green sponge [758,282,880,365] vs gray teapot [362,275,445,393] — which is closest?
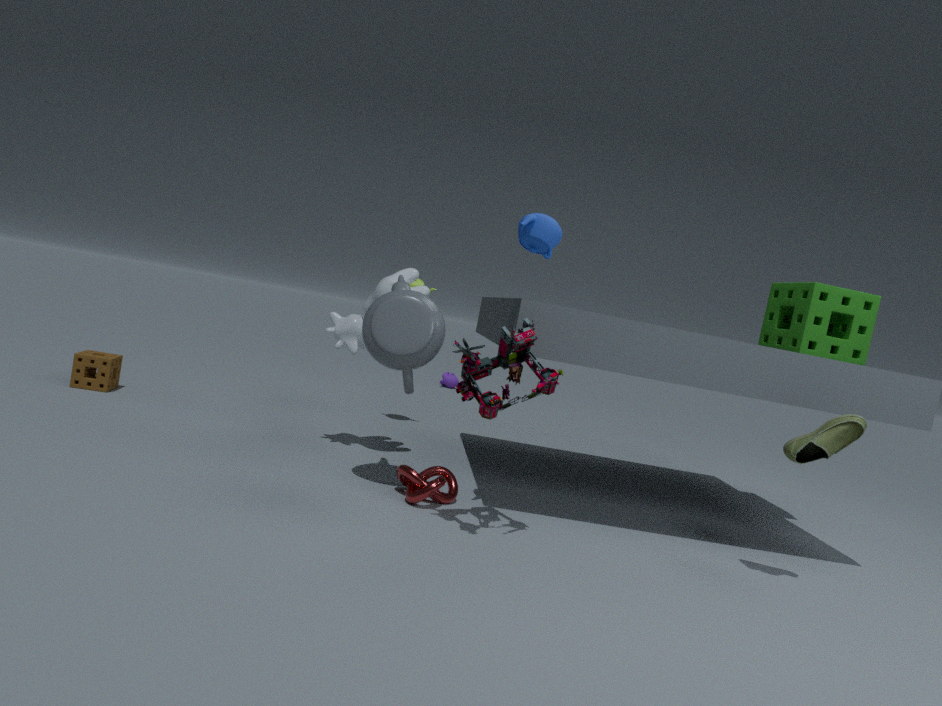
gray teapot [362,275,445,393]
